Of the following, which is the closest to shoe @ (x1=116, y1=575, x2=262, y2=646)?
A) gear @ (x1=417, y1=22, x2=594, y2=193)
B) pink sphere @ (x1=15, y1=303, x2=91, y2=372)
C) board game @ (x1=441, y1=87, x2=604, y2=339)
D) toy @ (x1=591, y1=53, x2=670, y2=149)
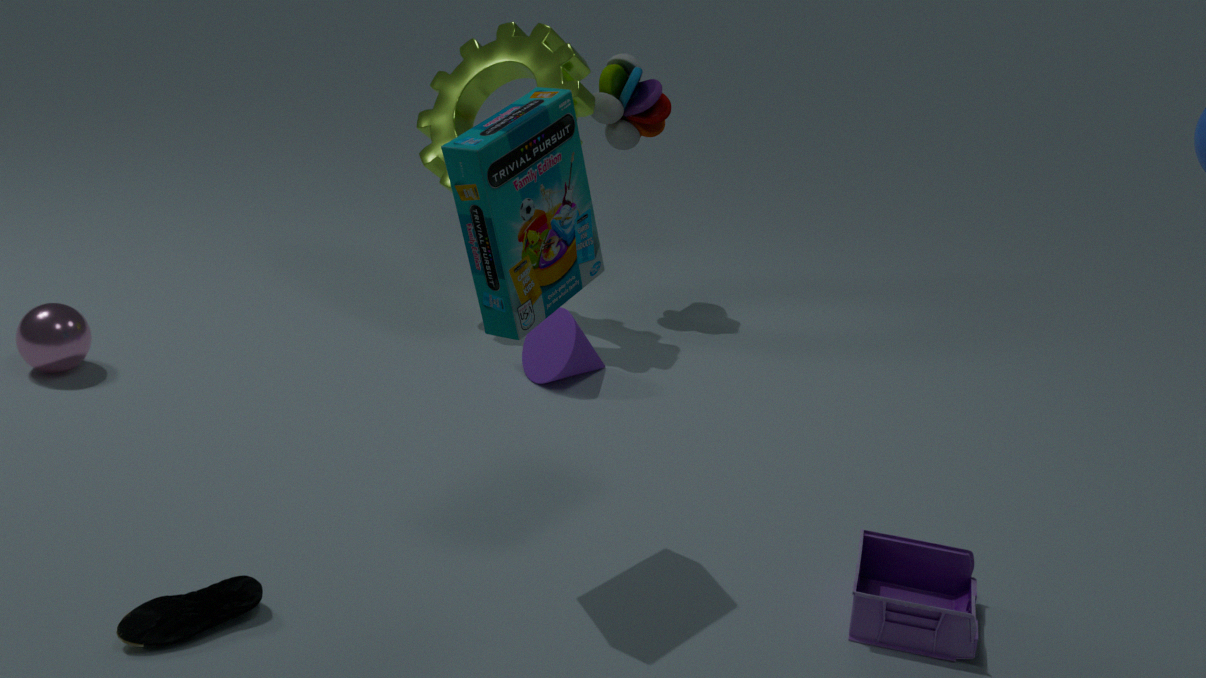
board game @ (x1=441, y1=87, x2=604, y2=339)
